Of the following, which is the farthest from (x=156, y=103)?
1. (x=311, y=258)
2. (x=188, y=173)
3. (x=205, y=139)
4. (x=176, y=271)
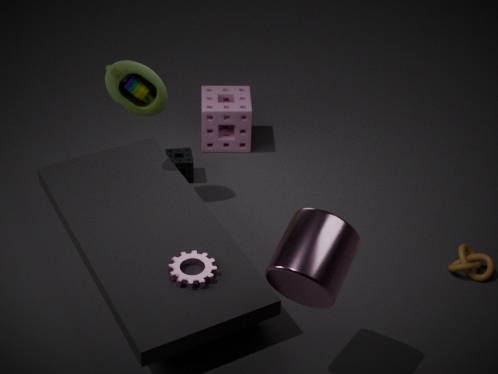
(x=311, y=258)
